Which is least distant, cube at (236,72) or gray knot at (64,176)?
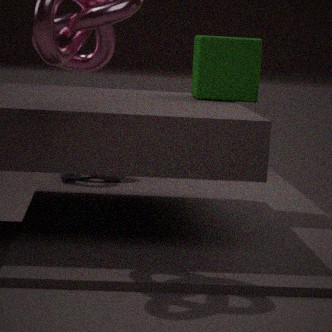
cube at (236,72)
